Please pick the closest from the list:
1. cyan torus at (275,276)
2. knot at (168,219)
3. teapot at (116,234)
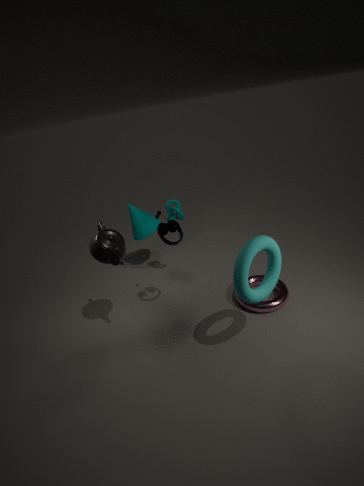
cyan torus at (275,276)
